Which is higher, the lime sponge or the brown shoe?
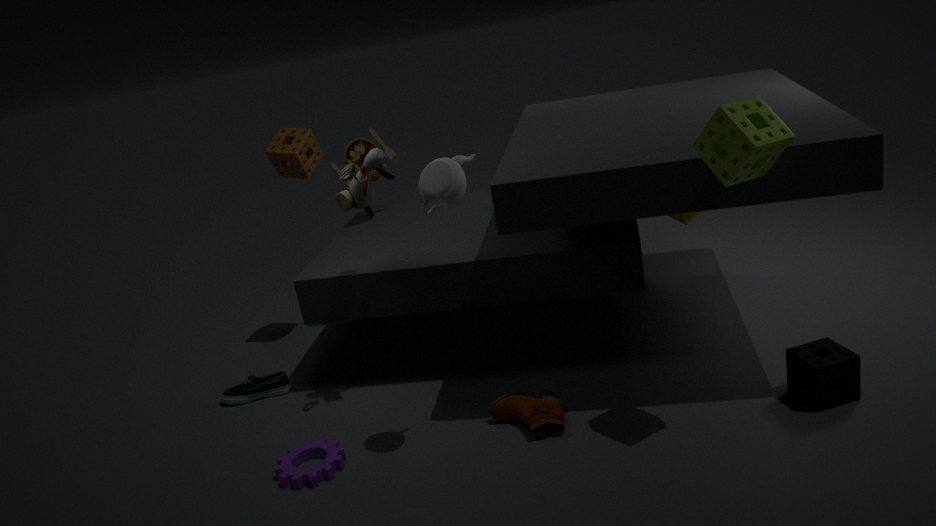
the lime sponge
